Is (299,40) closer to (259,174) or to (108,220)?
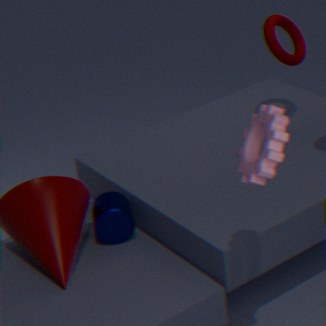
(108,220)
